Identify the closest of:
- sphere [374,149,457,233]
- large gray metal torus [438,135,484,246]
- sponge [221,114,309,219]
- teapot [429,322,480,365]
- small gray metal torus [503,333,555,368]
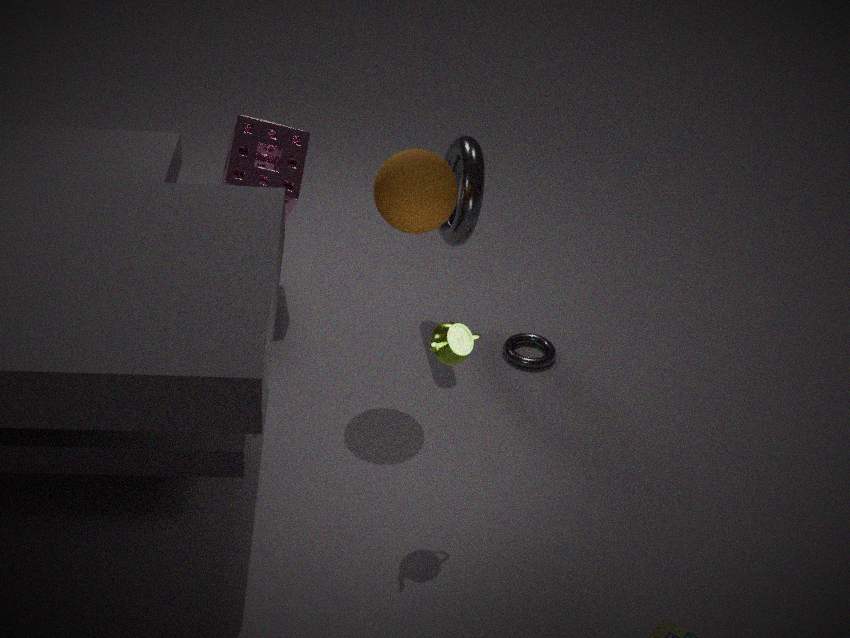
teapot [429,322,480,365]
